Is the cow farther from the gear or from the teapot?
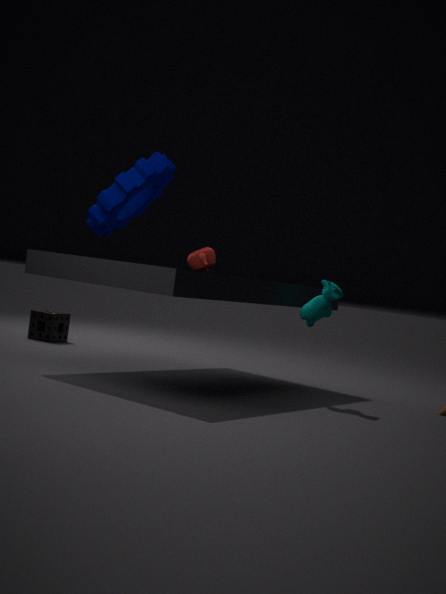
the gear
